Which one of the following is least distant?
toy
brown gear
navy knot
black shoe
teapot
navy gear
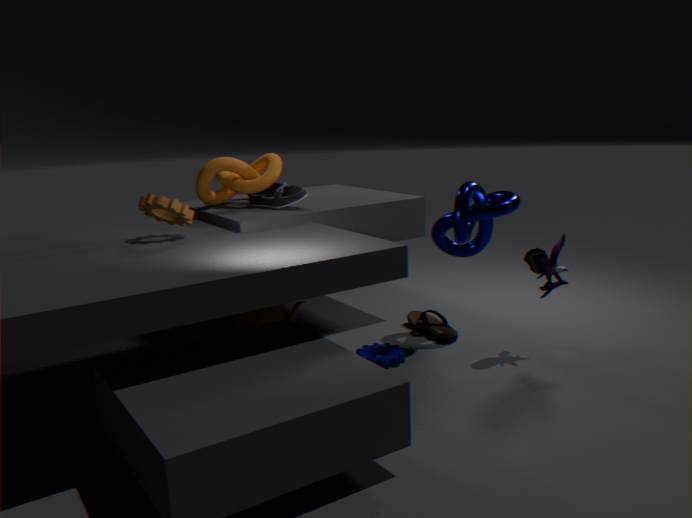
brown gear
